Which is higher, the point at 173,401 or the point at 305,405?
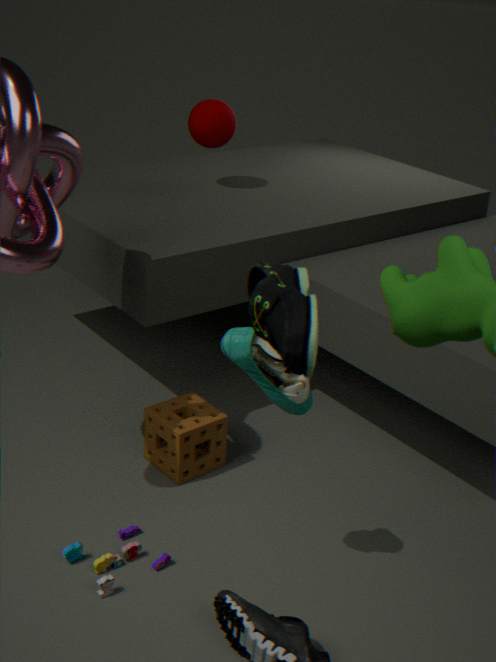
the point at 305,405
